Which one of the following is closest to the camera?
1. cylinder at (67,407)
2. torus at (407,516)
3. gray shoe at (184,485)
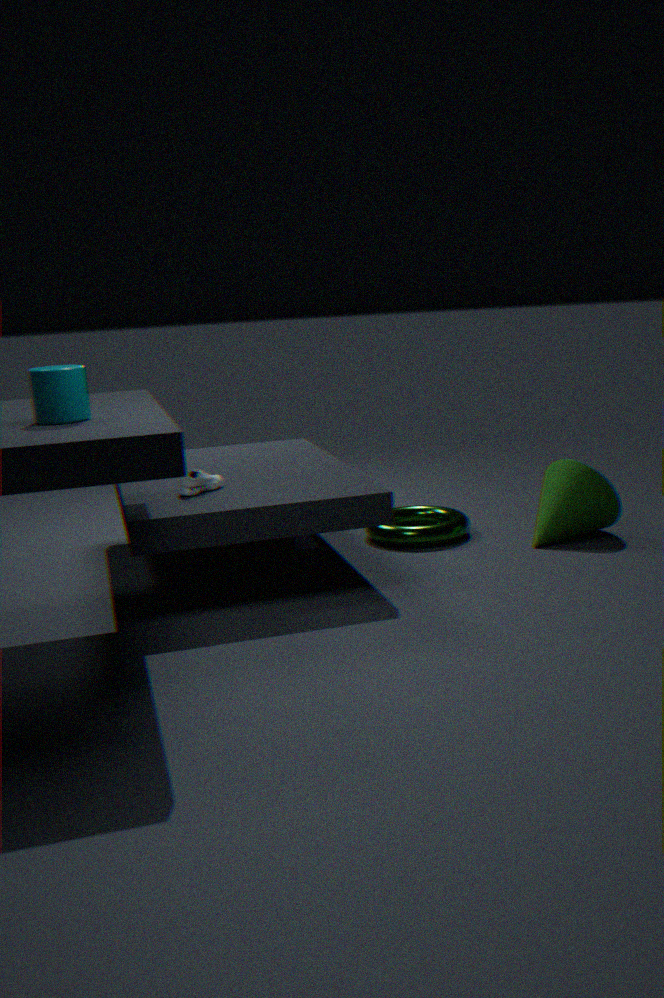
cylinder at (67,407)
